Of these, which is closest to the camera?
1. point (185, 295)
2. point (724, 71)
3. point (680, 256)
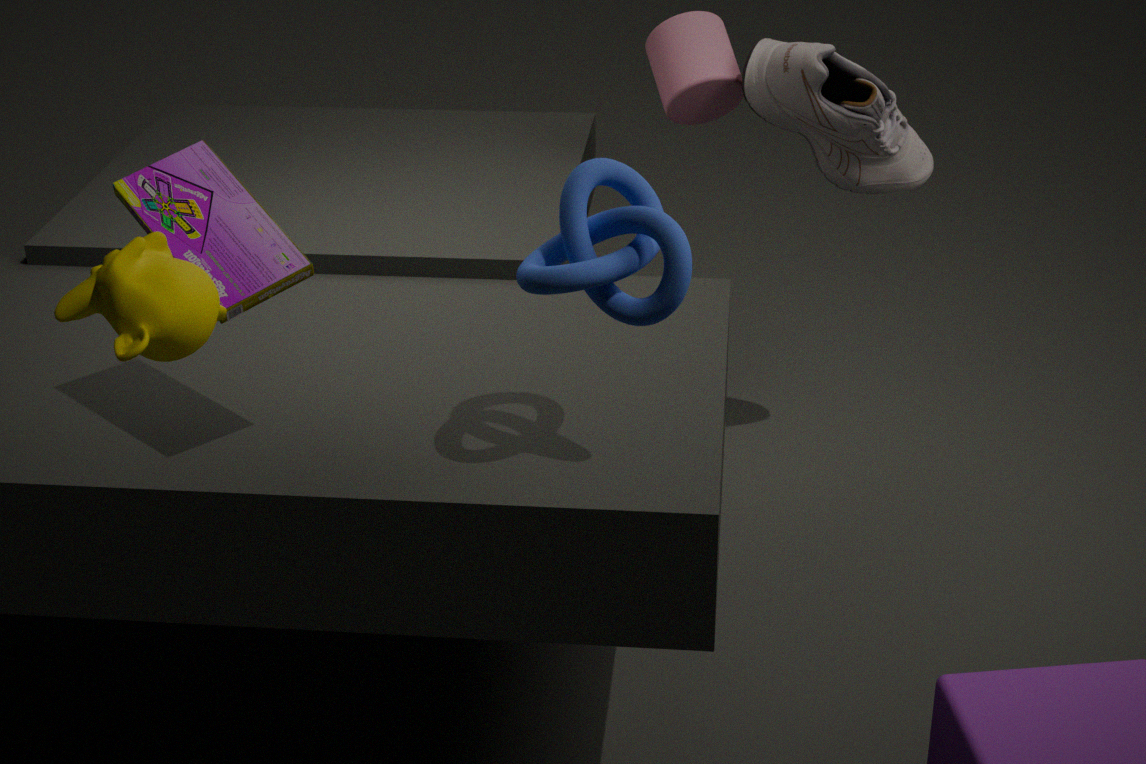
point (185, 295)
